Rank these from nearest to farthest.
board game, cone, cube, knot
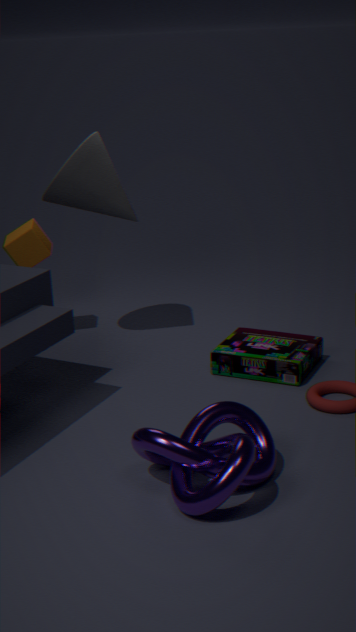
knot
board game
cone
cube
